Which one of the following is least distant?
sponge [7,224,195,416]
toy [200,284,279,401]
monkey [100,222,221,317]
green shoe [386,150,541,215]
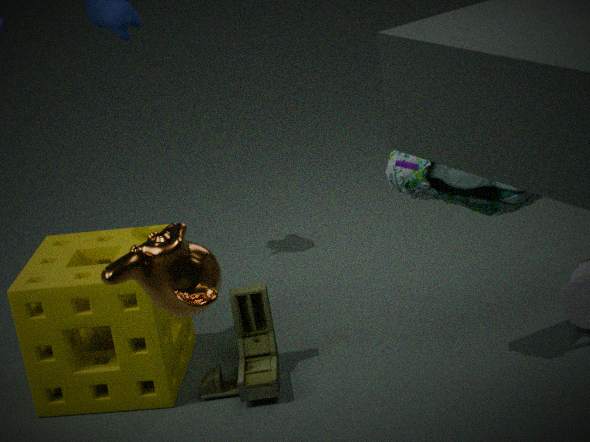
monkey [100,222,221,317]
